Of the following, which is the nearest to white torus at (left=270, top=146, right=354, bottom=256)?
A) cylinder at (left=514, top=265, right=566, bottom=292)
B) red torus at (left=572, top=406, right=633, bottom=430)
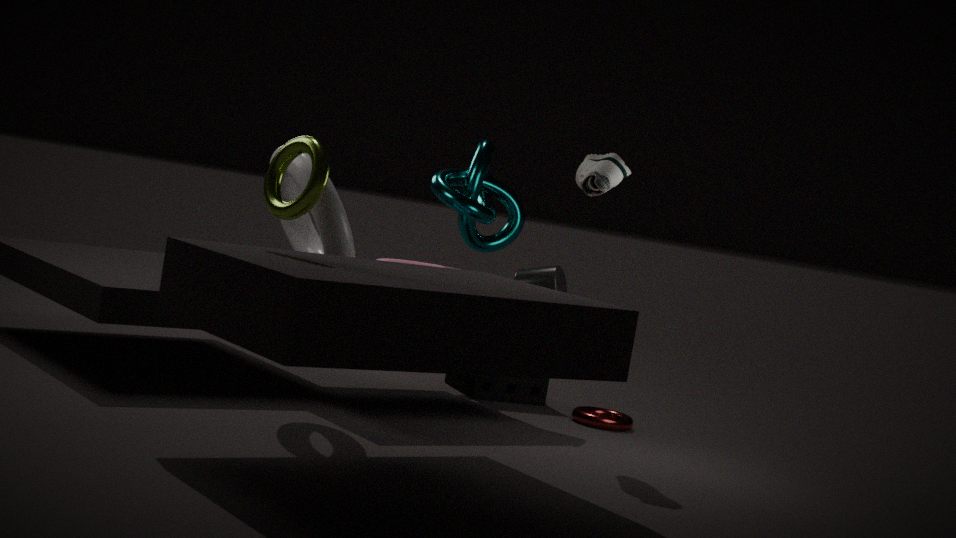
cylinder at (left=514, top=265, right=566, bottom=292)
